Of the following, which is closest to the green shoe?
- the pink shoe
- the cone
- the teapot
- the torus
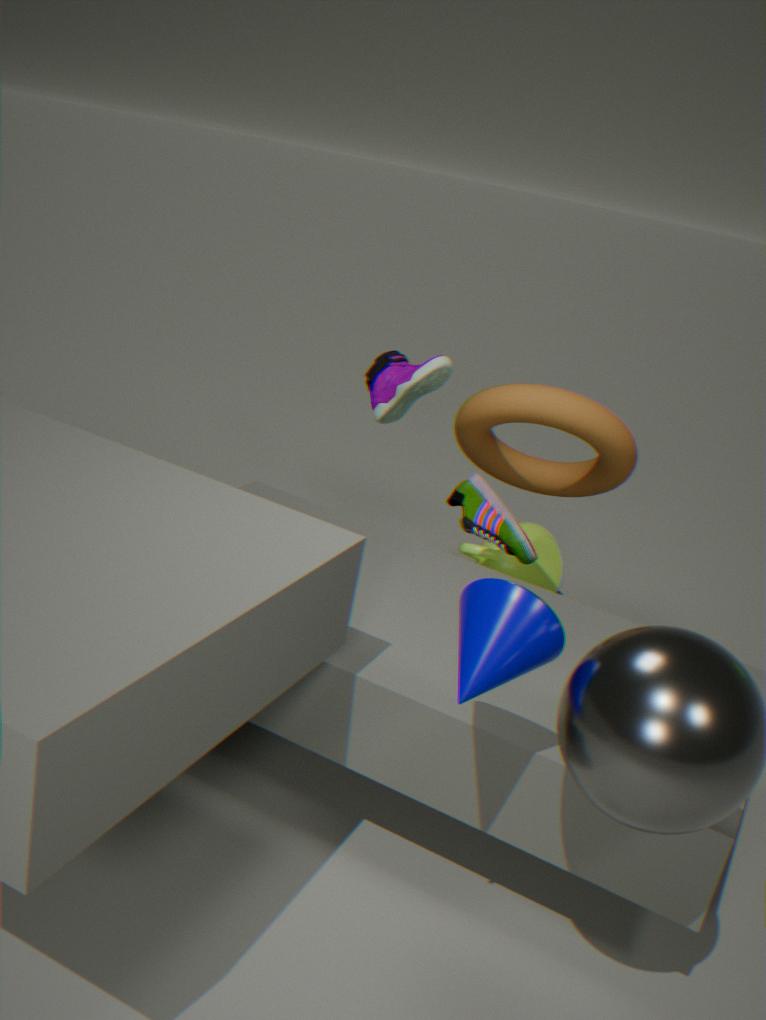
the torus
